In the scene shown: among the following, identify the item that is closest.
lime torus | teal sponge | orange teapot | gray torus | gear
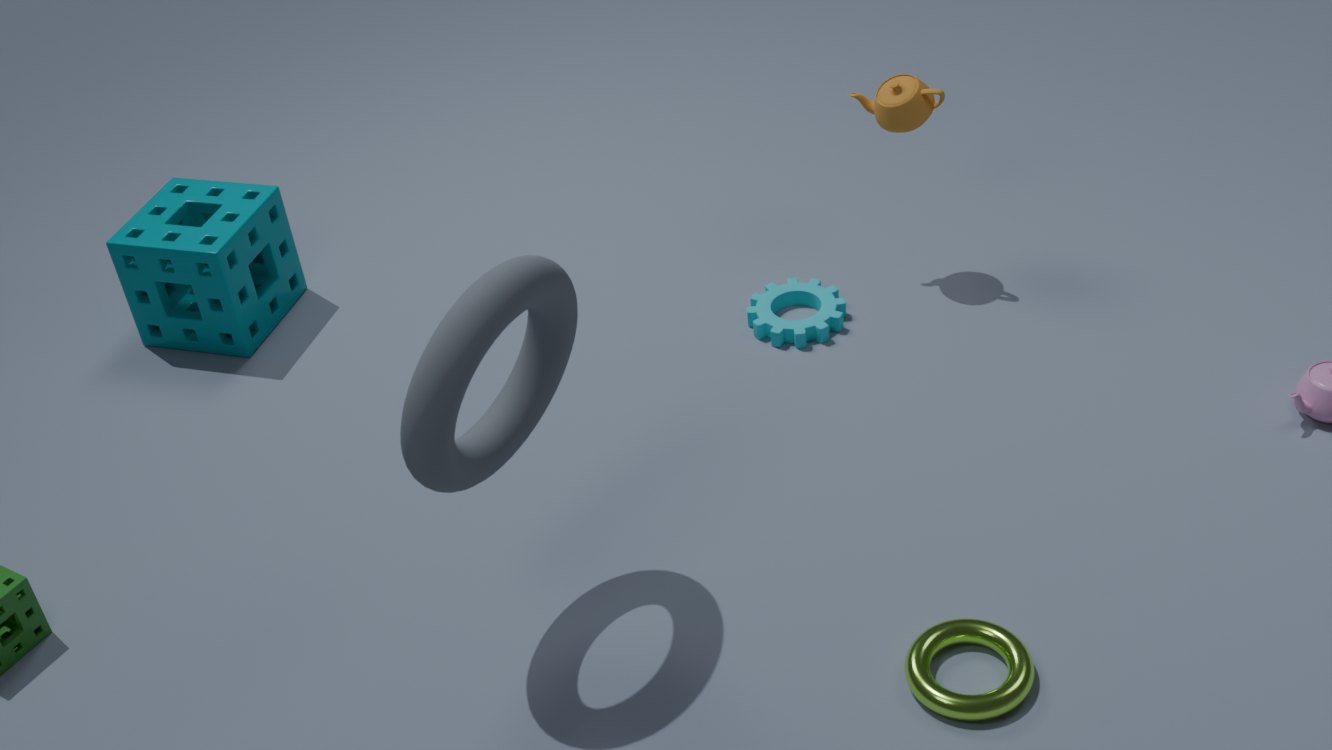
gray torus
